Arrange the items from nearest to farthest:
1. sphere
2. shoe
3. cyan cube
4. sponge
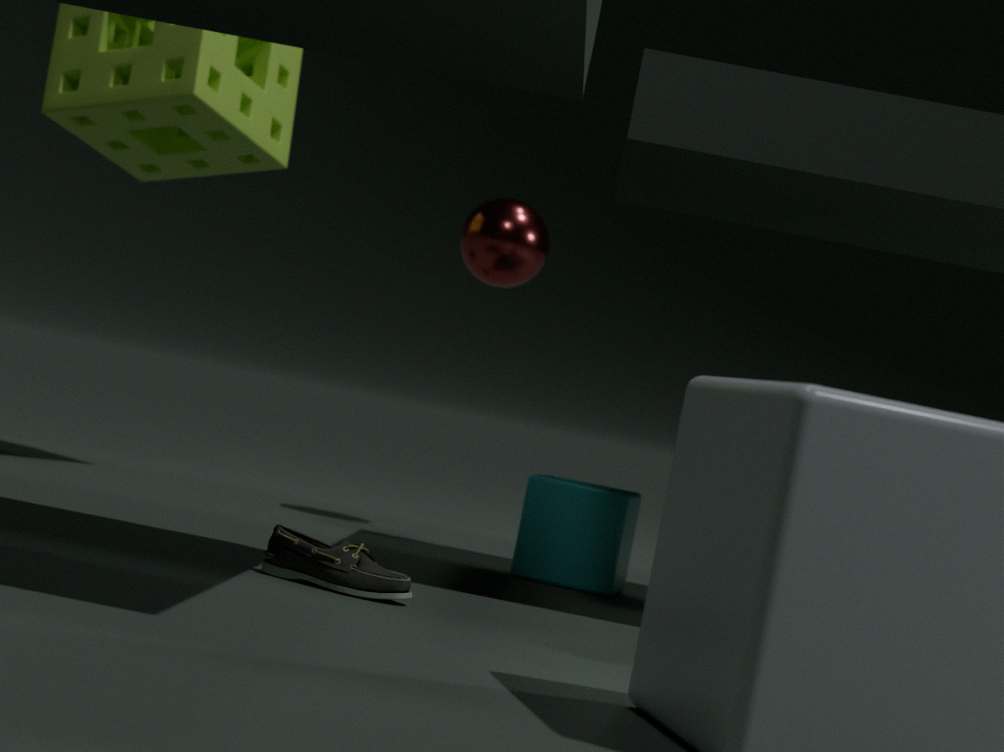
shoe < cyan cube < sponge < sphere
